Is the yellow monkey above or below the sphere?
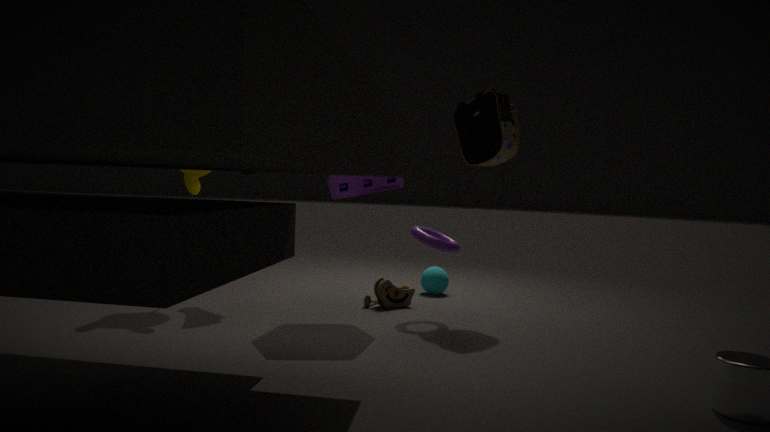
above
